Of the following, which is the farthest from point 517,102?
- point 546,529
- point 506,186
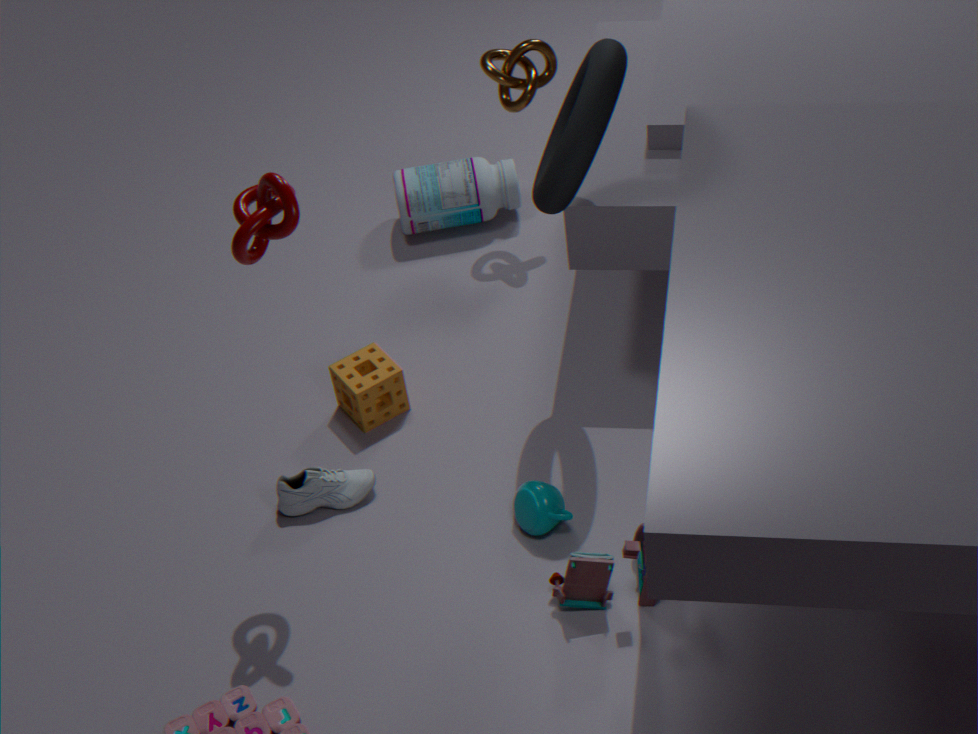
point 546,529
